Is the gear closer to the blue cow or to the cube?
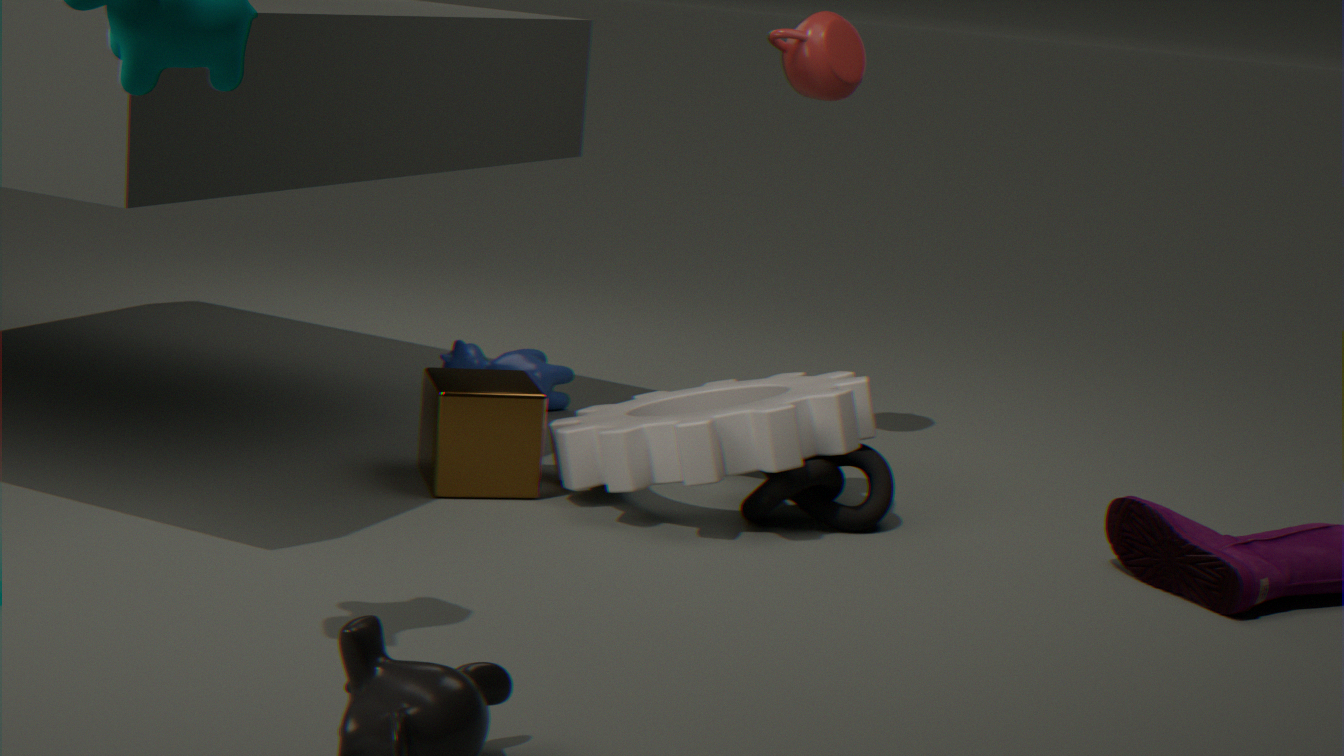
the cube
